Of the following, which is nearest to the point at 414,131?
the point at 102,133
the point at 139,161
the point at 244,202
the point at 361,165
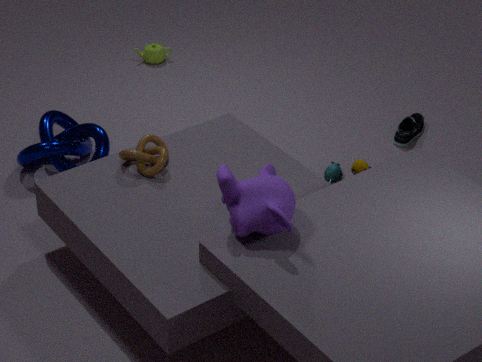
the point at 361,165
